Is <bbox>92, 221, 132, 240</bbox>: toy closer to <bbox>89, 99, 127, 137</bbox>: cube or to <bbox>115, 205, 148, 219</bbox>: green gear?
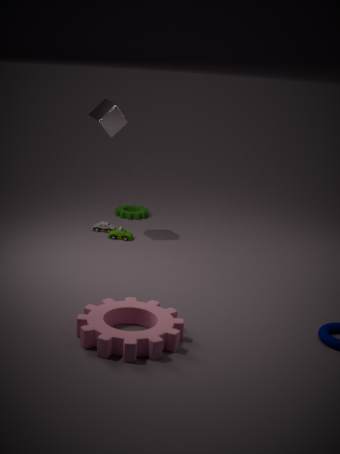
<bbox>115, 205, 148, 219</bbox>: green gear
